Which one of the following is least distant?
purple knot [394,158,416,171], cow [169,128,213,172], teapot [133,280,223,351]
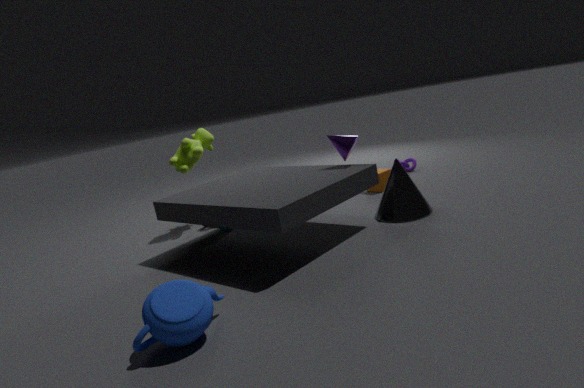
teapot [133,280,223,351]
